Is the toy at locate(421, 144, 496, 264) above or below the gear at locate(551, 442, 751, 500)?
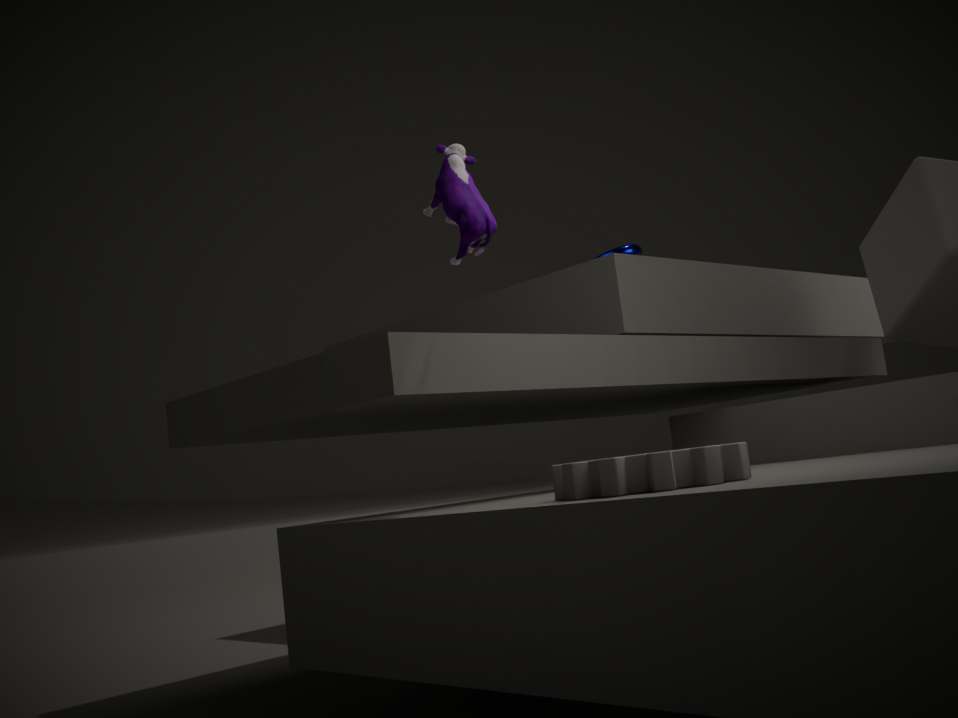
above
